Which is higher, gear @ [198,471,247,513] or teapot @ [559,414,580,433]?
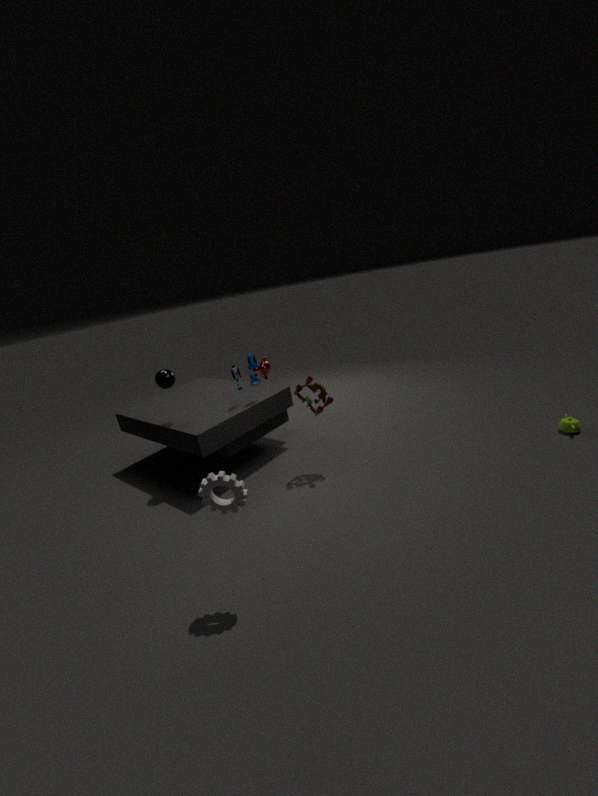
gear @ [198,471,247,513]
